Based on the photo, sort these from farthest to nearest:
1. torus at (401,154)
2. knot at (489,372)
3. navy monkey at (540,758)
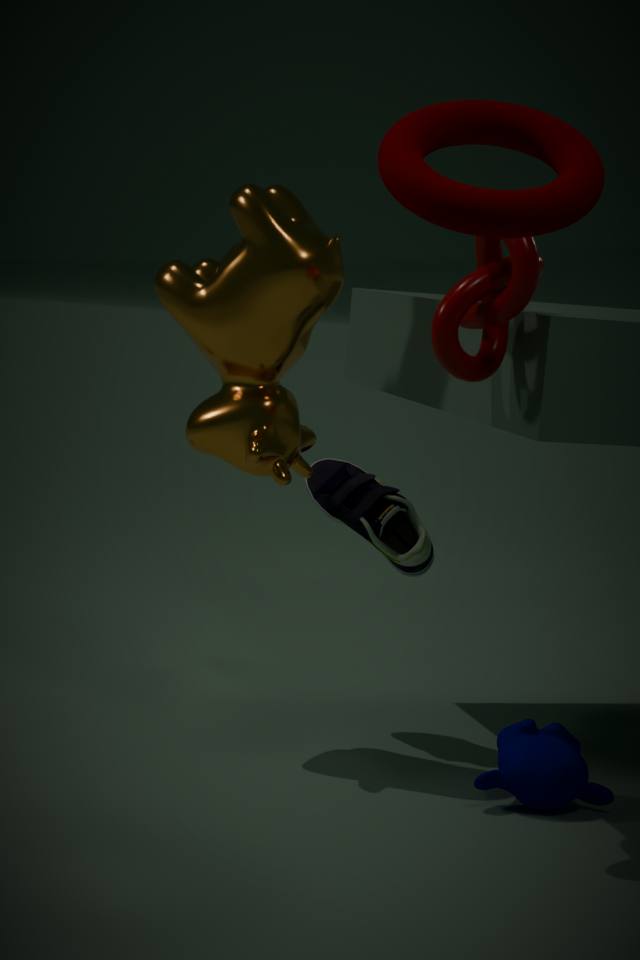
navy monkey at (540,758)
knot at (489,372)
torus at (401,154)
